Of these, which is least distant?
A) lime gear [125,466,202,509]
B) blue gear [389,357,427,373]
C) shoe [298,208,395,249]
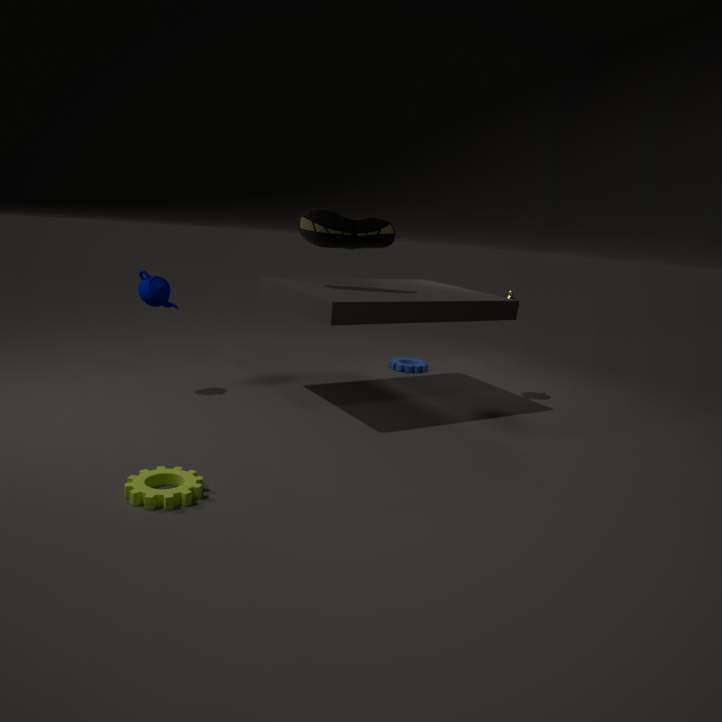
lime gear [125,466,202,509]
